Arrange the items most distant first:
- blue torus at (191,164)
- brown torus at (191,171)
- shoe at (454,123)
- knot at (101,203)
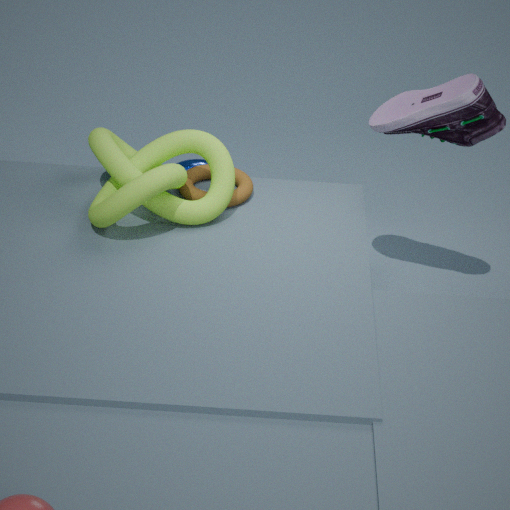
blue torus at (191,164)
brown torus at (191,171)
shoe at (454,123)
knot at (101,203)
